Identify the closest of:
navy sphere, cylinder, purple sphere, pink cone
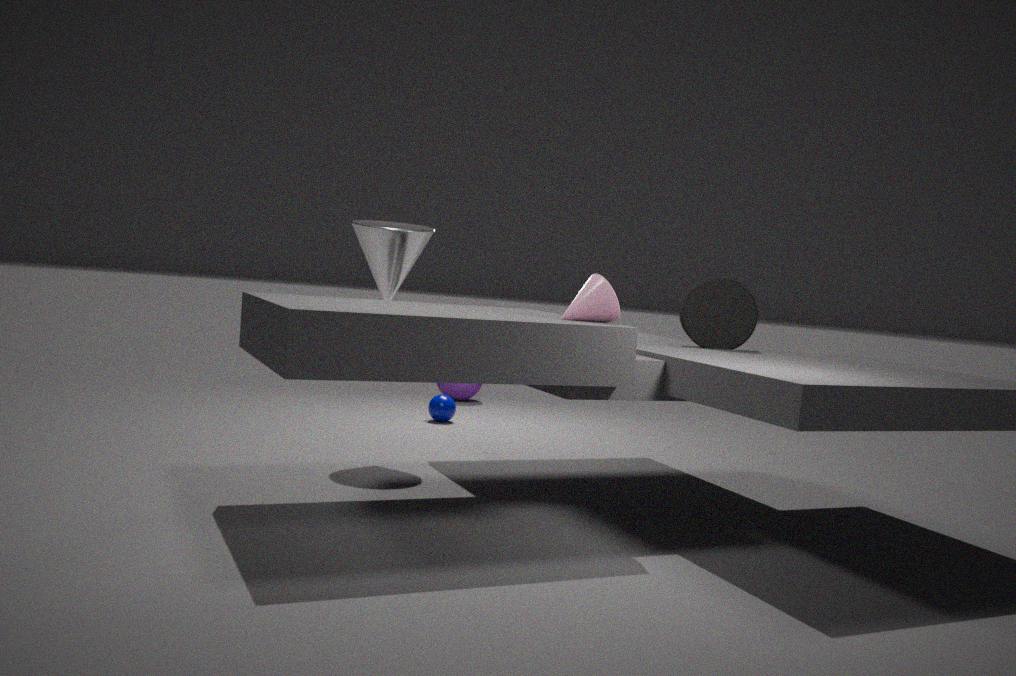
pink cone
